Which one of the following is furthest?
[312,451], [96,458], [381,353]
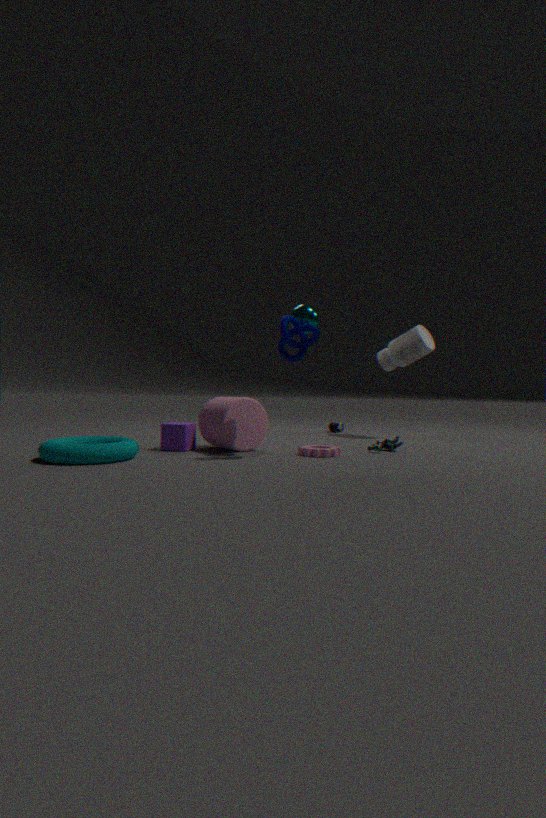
[381,353]
